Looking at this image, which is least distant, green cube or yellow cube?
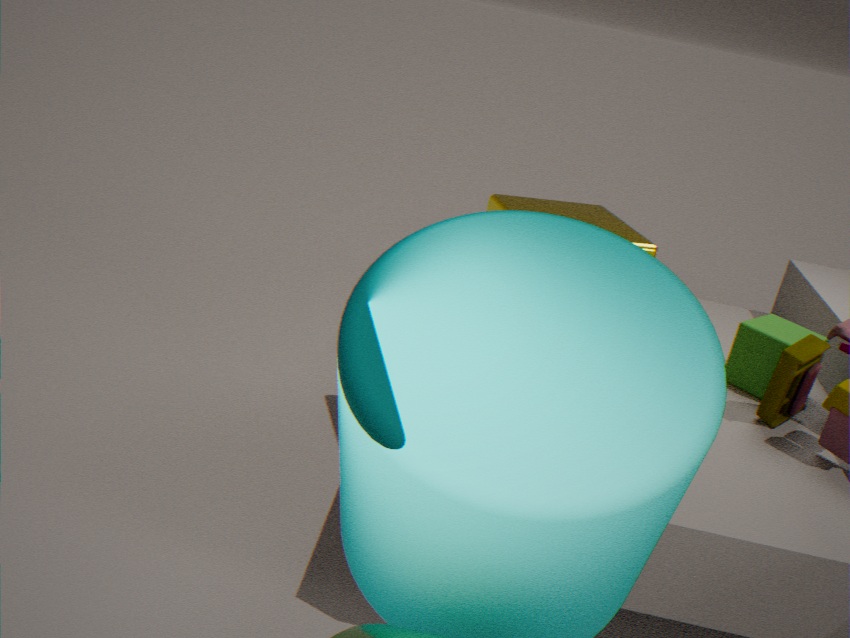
yellow cube
